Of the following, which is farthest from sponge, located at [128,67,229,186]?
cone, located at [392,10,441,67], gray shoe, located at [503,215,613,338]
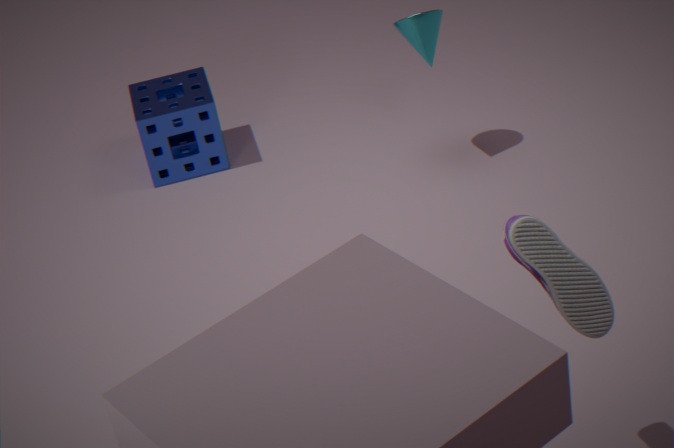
gray shoe, located at [503,215,613,338]
